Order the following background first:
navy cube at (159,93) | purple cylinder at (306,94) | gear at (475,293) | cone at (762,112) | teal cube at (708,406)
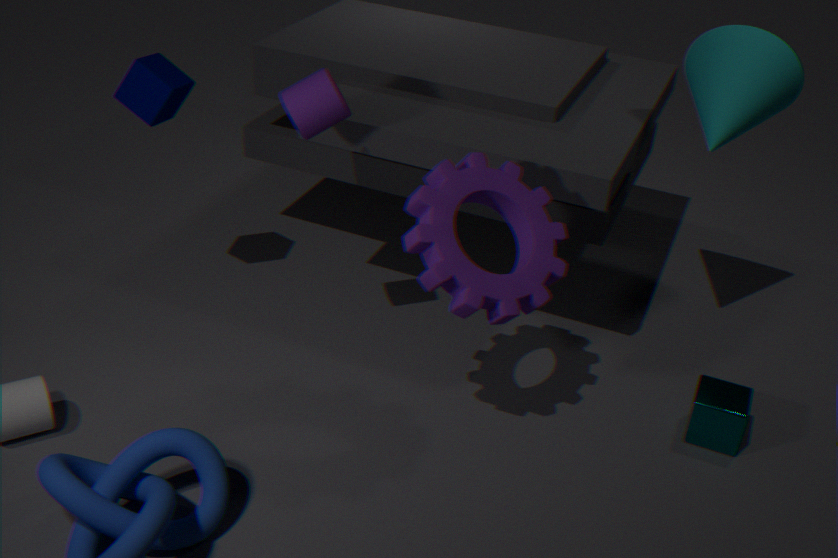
navy cube at (159,93)
cone at (762,112)
teal cube at (708,406)
purple cylinder at (306,94)
gear at (475,293)
